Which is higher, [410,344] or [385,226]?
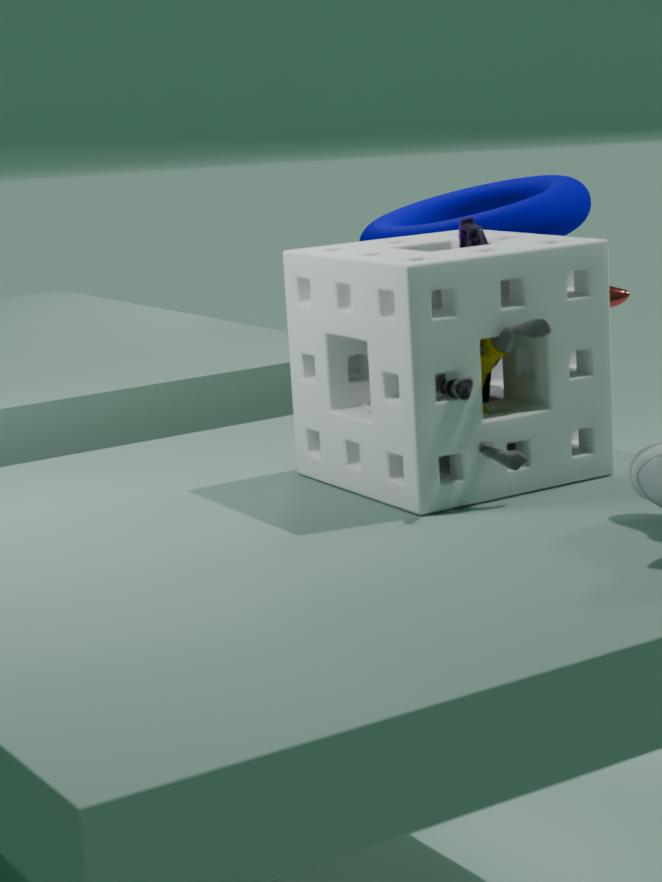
[385,226]
